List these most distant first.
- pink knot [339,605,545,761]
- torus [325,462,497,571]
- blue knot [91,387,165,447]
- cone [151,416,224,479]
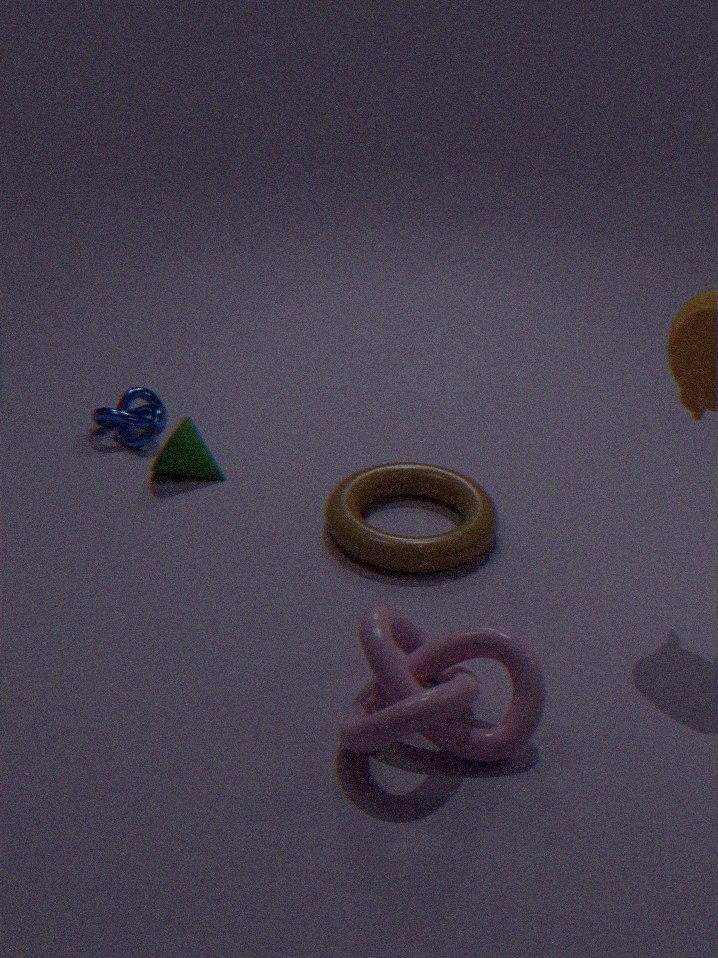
1. blue knot [91,387,165,447]
2. cone [151,416,224,479]
3. torus [325,462,497,571]
4. pink knot [339,605,545,761]
